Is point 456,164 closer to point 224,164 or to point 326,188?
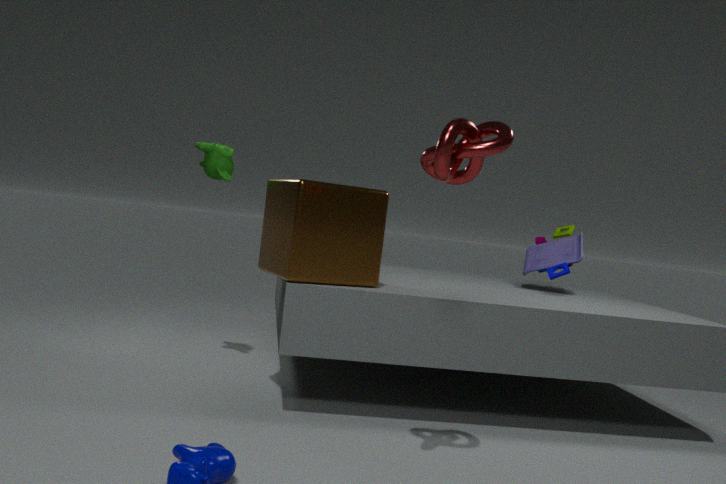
point 326,188
